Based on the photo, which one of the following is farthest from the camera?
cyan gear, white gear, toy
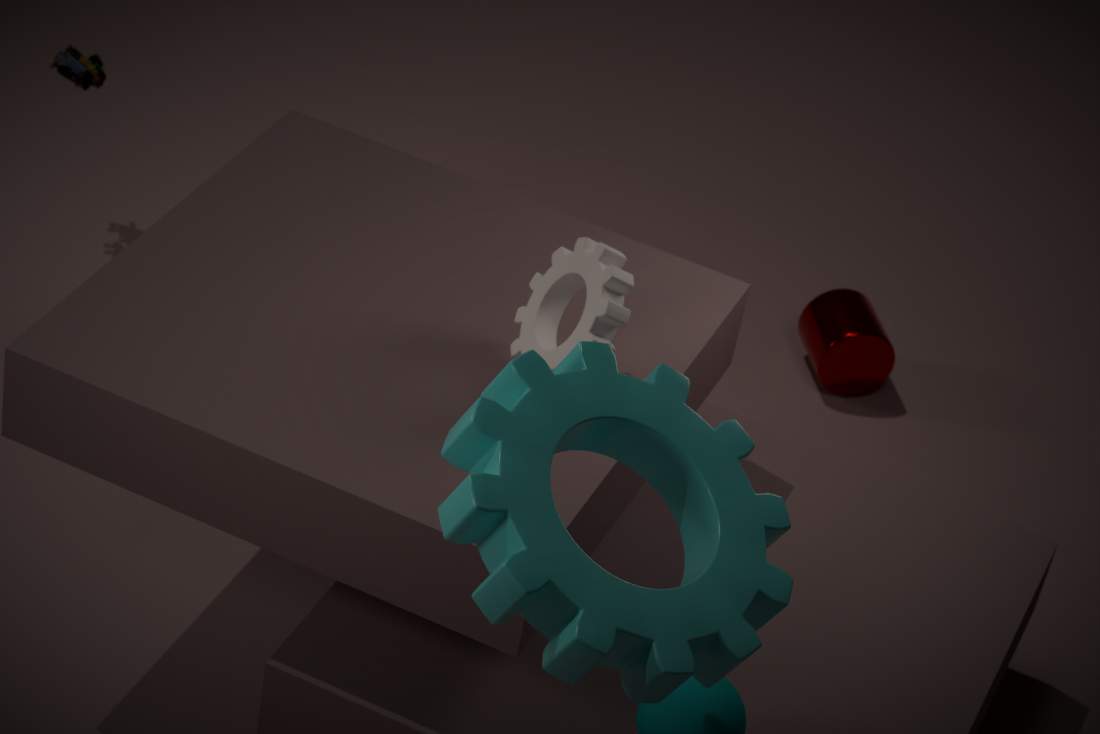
toy
